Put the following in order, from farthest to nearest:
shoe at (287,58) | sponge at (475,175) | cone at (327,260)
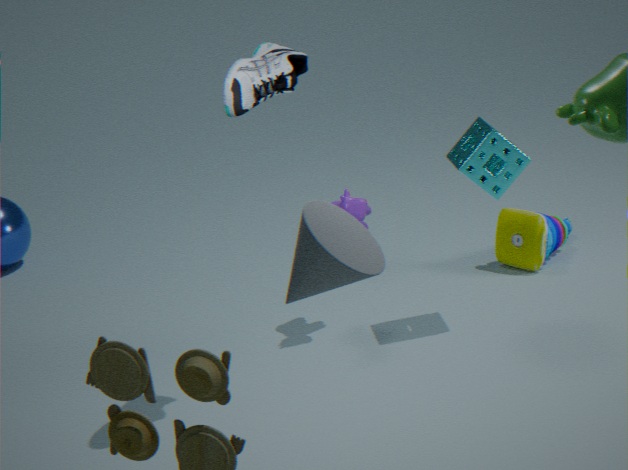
sponge at (475,175)
shoe at (287,58)
cone at (327,260)
